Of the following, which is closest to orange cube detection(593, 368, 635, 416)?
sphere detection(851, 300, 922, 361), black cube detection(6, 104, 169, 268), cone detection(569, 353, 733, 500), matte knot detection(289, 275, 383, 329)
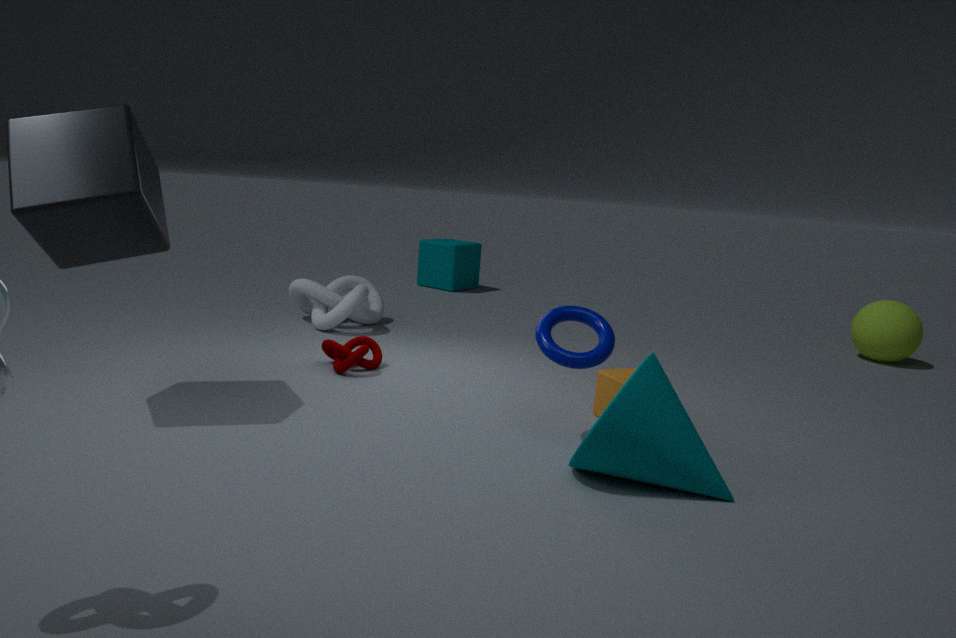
cone detection(569, 353, 733, 500)
